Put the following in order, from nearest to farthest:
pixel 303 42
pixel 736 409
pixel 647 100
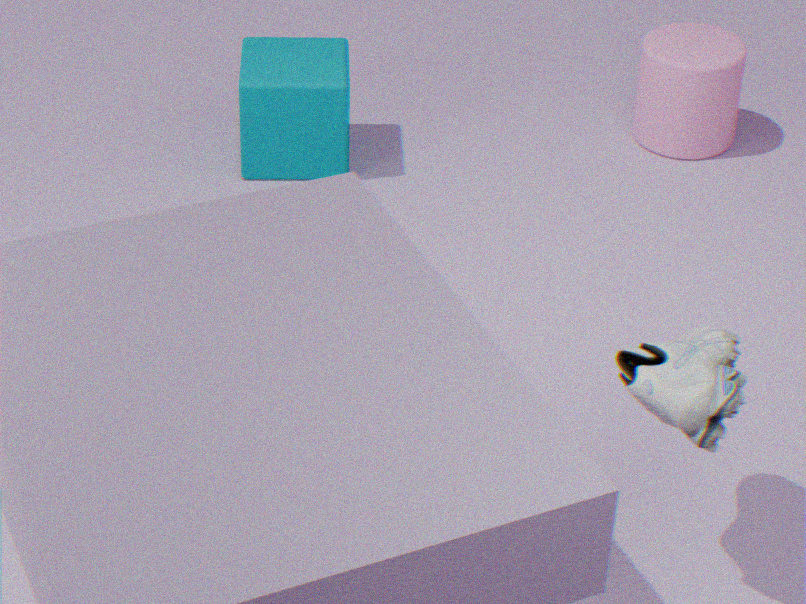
pixel 736 409 → pixel 303 42 → pixel 647 100
